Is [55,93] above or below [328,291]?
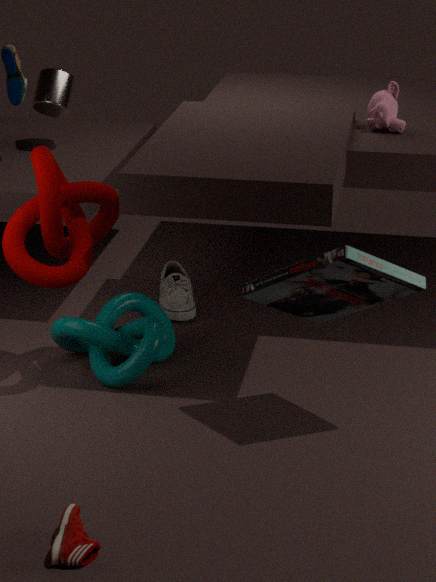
above
